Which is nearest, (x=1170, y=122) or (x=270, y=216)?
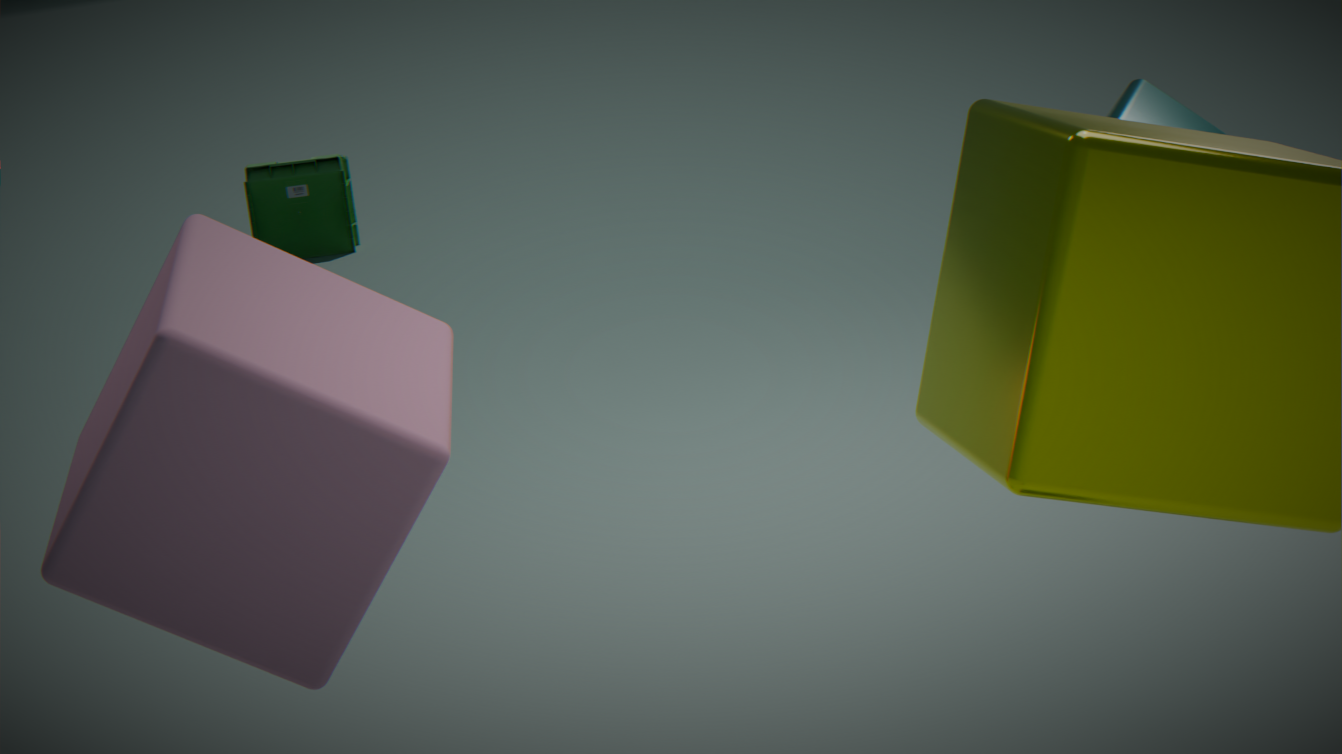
(x=1170, y=122)
